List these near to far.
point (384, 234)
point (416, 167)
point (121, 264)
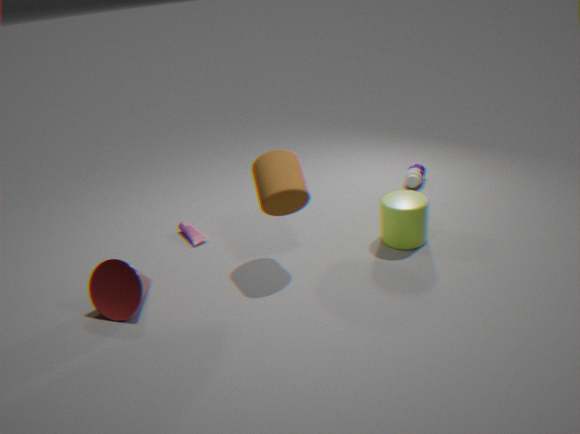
point (121, 264)
point (384, 234)
point (416, 167)
